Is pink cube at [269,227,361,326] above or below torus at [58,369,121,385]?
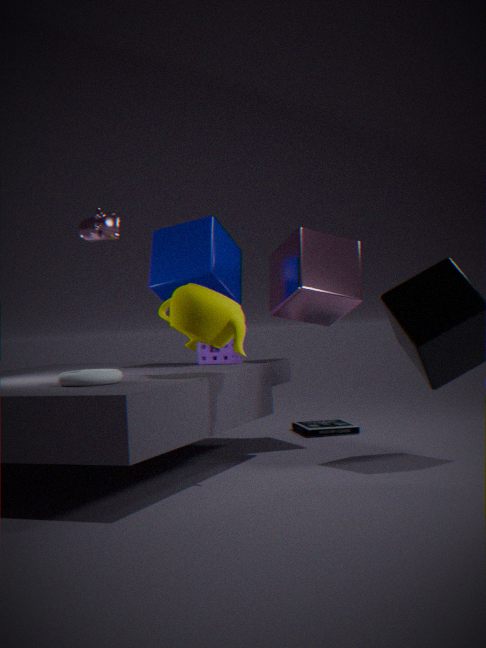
above
